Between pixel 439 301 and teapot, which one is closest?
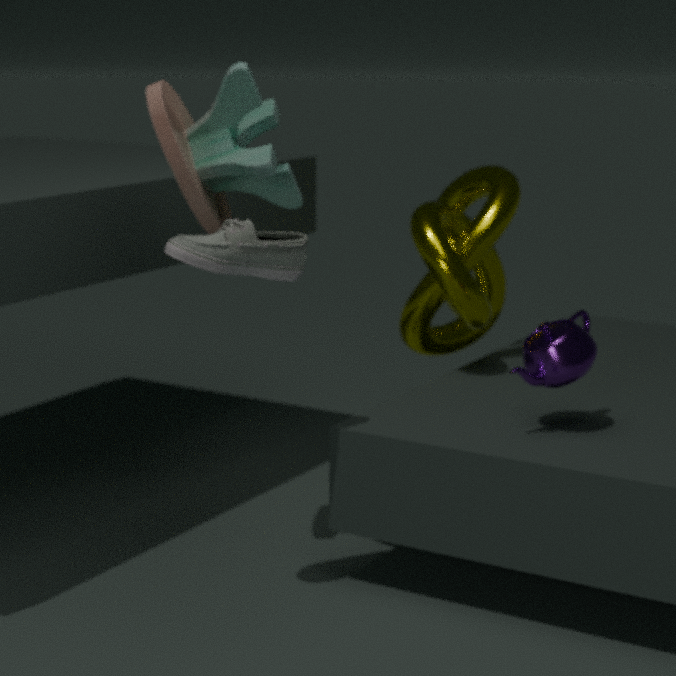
teapot
